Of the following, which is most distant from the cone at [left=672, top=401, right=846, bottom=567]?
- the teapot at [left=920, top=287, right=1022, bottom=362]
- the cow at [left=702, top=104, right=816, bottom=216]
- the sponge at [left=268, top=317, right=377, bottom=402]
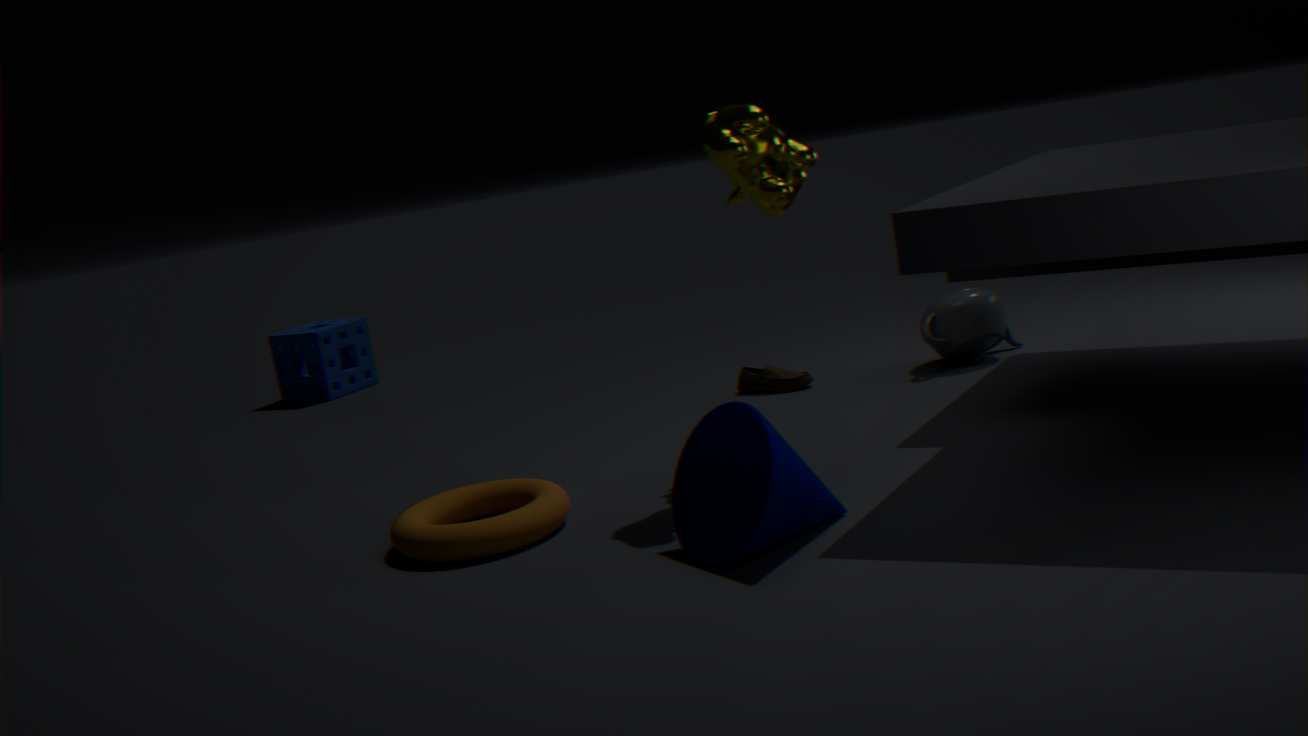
the sponge at [left=268, top=317, right=377, bottom=402]
